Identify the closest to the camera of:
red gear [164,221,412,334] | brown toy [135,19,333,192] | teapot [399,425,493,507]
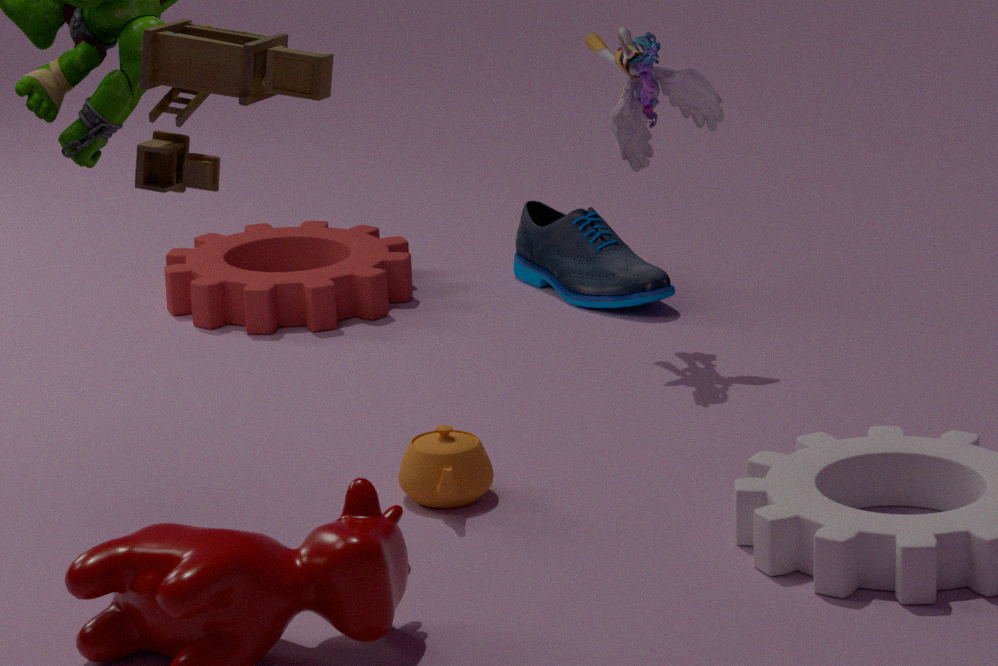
brown toy [135,19,333,192]
